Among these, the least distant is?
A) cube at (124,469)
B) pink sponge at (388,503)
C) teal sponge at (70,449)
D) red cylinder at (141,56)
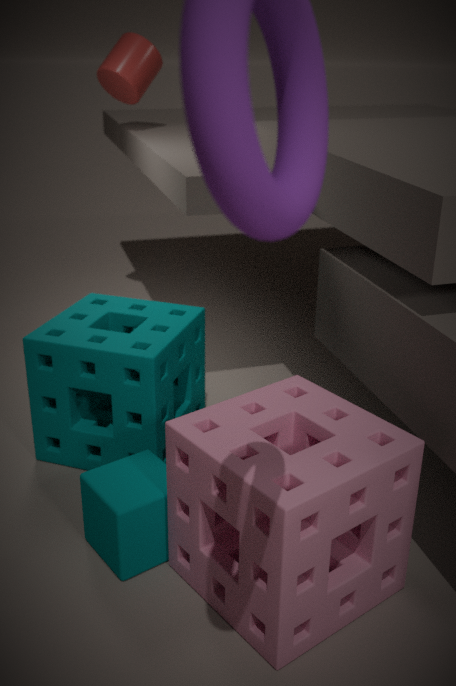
pink sponge at (388,503)
